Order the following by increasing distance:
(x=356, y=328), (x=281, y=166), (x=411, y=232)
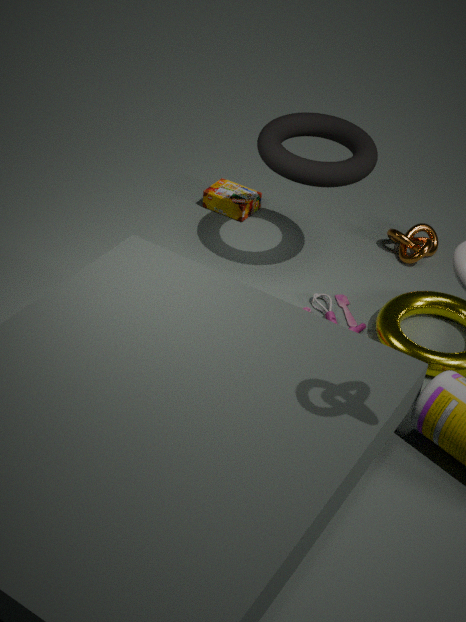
1. (x=281, y=166)
2. (x=356, y=328)
3. (x=411, y=232)
